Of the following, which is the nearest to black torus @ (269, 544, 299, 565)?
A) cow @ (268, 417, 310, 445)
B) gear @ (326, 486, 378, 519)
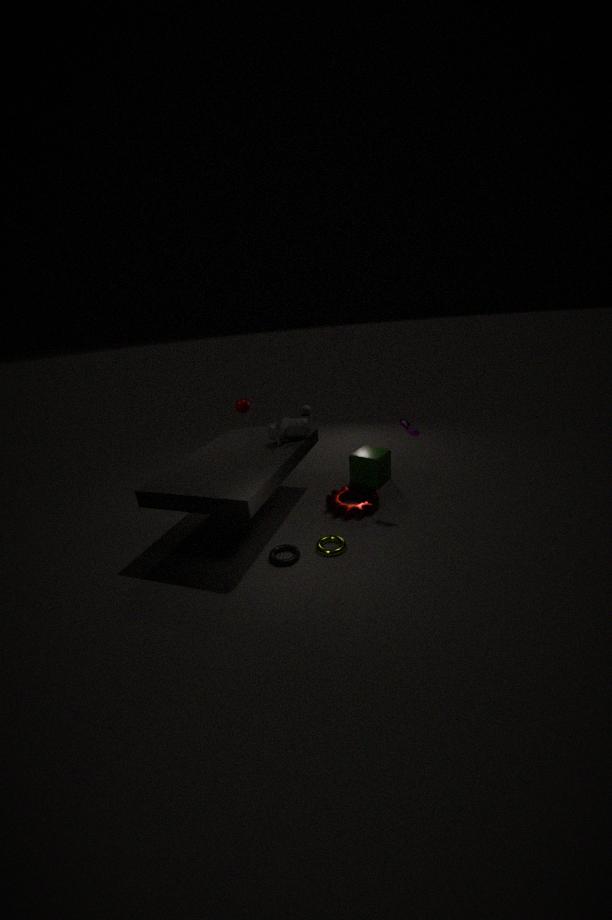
gear @ (326, 486, 378, 519)
